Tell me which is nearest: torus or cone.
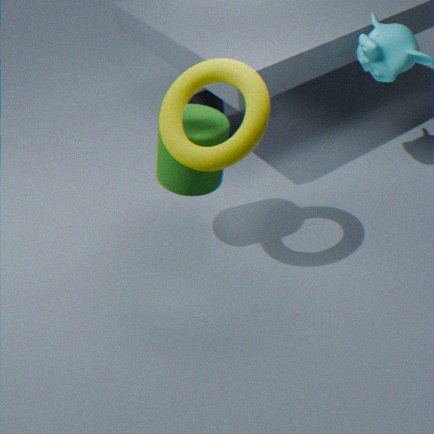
torus
